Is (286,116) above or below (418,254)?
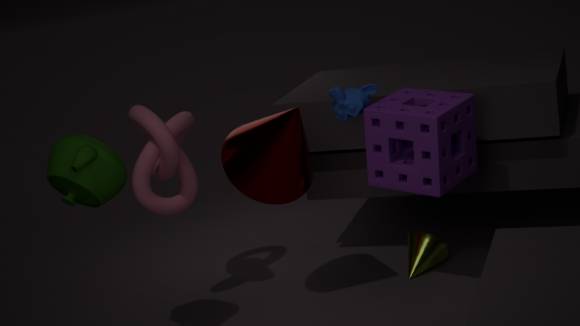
above
